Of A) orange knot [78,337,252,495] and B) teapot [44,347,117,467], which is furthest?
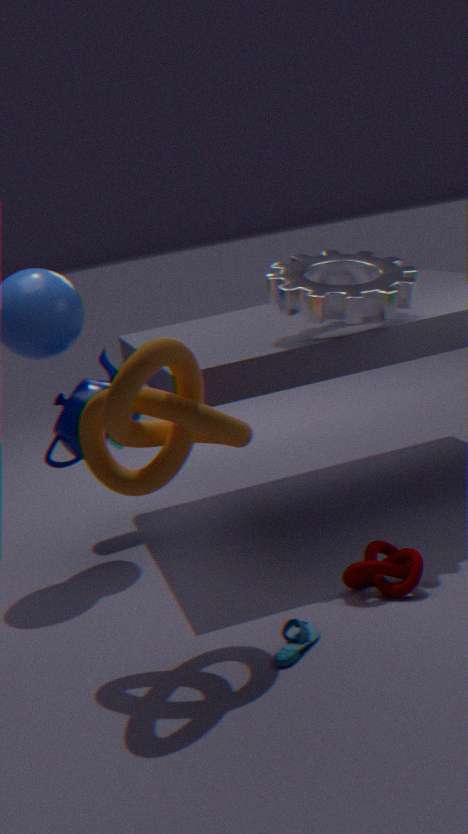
B. teapot [44,347,117,467]
